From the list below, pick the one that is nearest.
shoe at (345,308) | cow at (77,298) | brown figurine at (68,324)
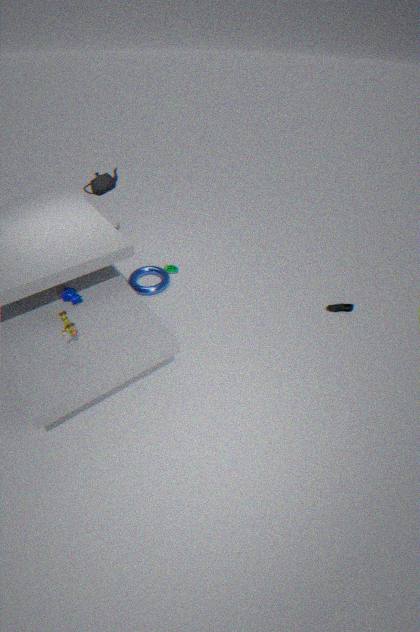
brown figurine at (68,324)
